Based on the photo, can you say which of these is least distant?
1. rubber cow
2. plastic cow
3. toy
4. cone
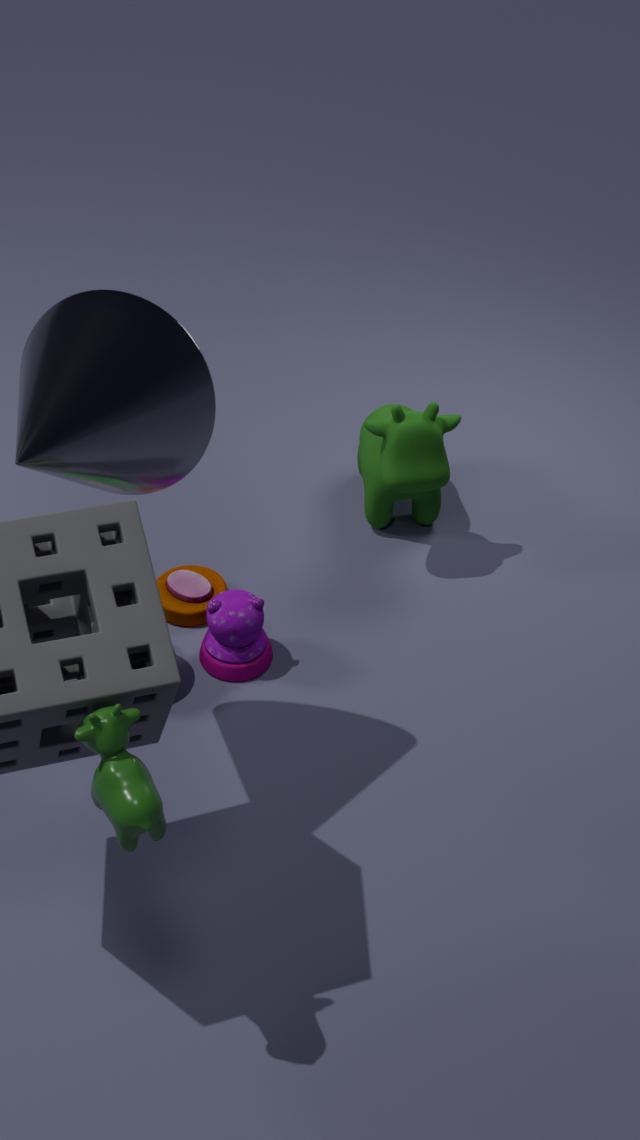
plastic cow
